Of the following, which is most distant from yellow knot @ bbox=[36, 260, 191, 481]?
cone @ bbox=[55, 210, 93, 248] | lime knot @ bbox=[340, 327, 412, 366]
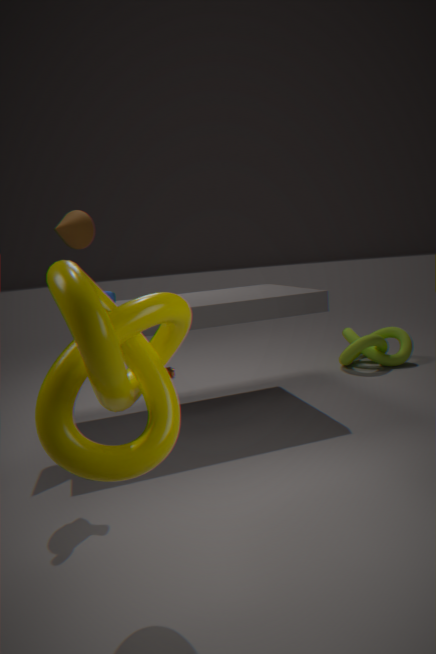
lime knot @ bbox=[340, 327, 412, 366]
